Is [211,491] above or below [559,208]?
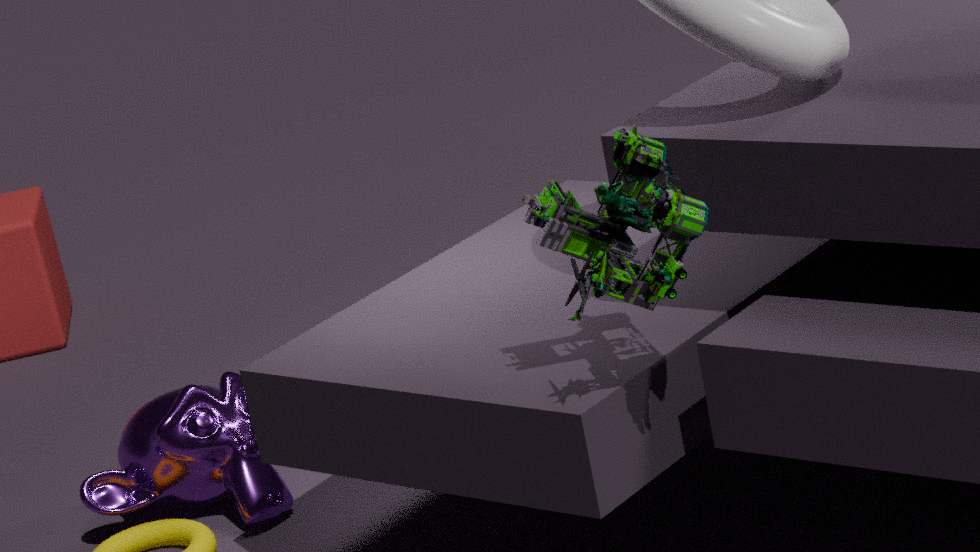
below
